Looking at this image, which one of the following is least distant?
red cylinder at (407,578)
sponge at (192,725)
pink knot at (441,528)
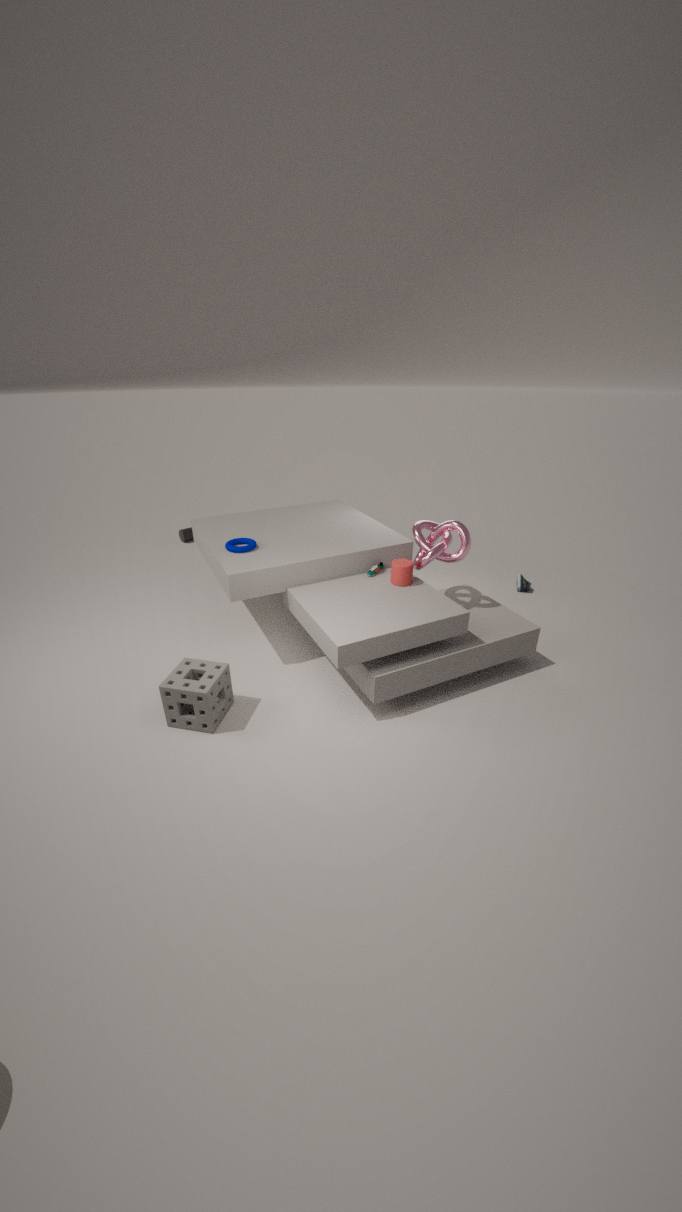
sponge at (192,725)
